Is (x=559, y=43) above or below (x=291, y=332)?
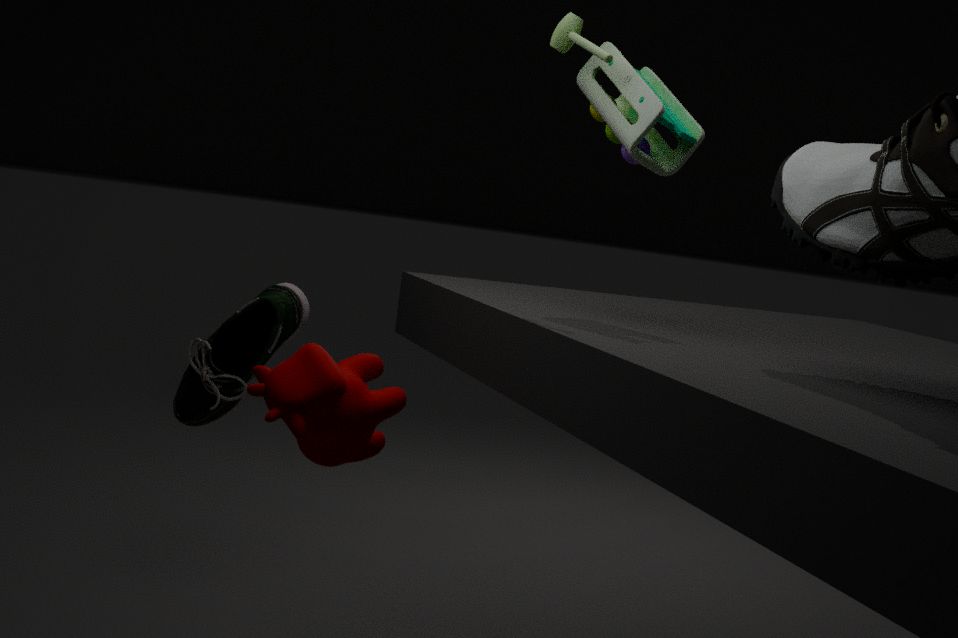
above
